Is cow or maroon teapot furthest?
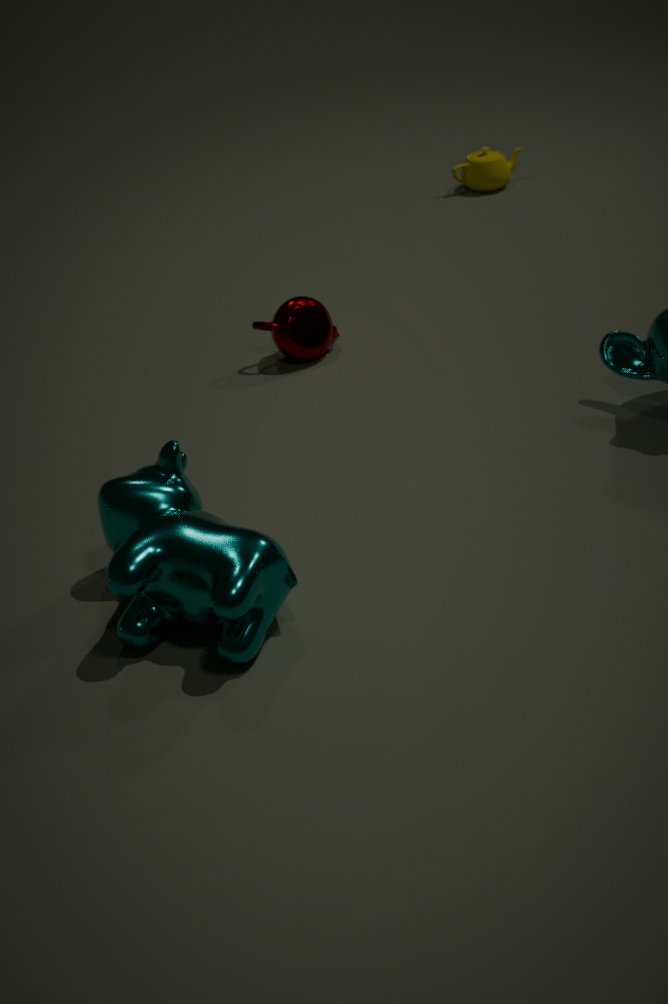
maroon teapot
